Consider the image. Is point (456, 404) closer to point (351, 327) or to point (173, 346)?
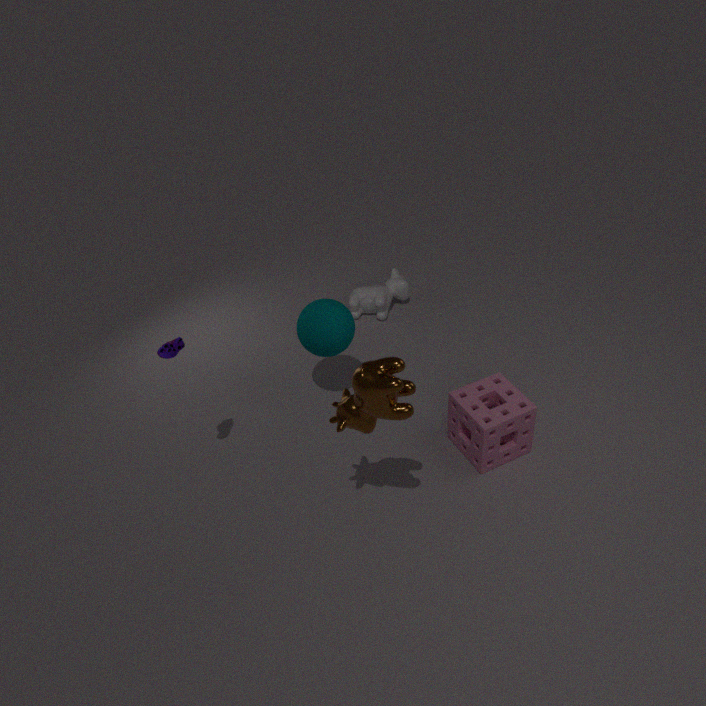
point (351, 327)
